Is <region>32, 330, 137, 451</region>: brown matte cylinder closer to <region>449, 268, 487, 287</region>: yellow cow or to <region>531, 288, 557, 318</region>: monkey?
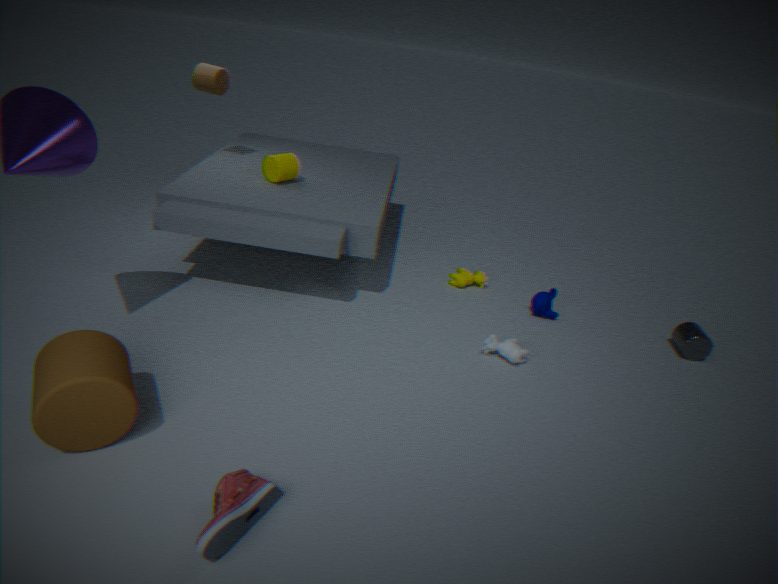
<region>449, 268, 487, 287</region>: yellow cow
